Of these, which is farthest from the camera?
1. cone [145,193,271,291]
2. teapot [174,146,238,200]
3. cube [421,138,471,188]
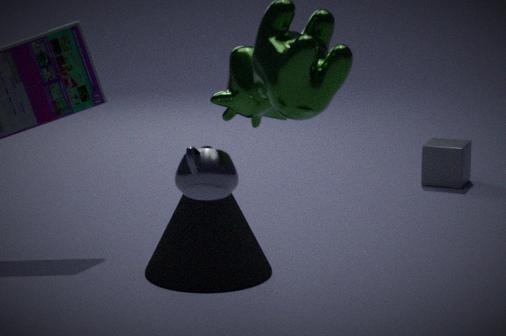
cube [421,138,471,188]
